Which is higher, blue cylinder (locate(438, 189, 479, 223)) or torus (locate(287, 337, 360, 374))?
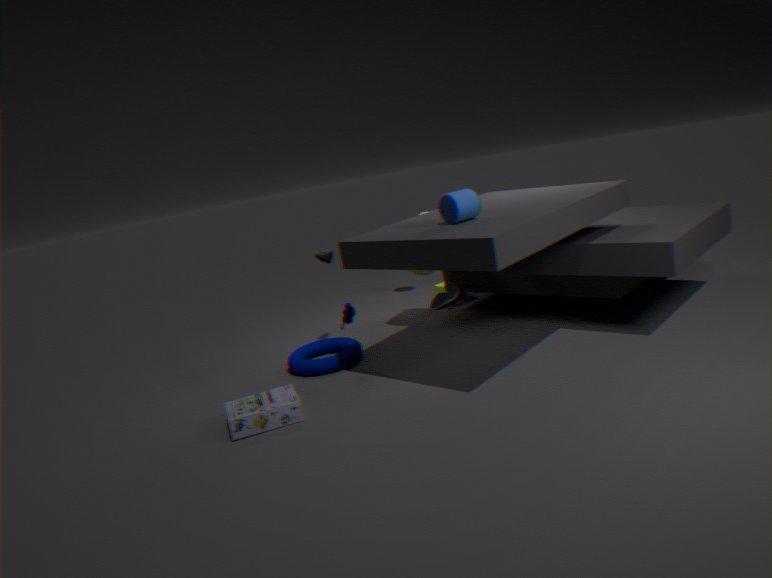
blue cylinder (locate(438, 189, 479, 223))
